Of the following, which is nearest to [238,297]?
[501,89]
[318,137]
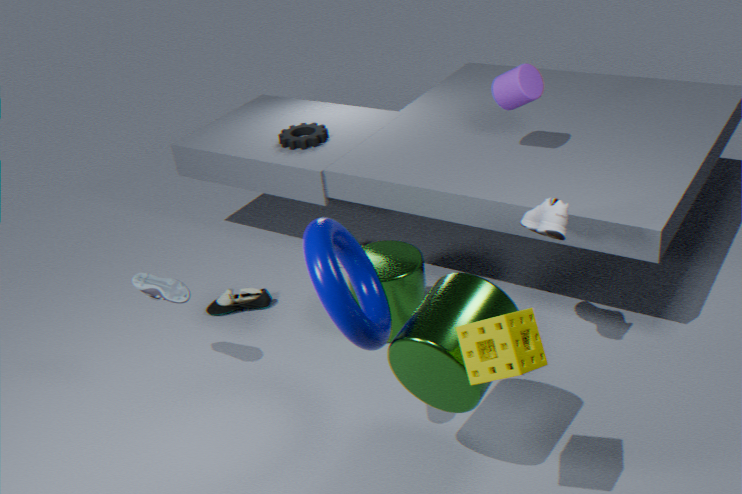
[318,137]
